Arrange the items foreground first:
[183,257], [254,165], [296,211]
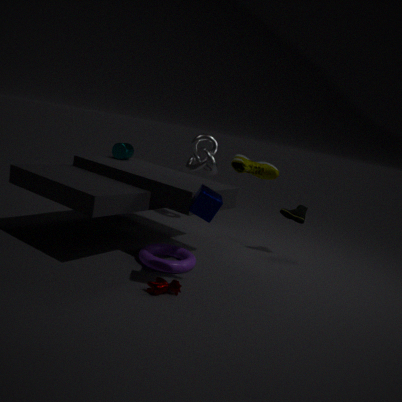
1. [254,165]
2. [183,257]
3. [296,211]
